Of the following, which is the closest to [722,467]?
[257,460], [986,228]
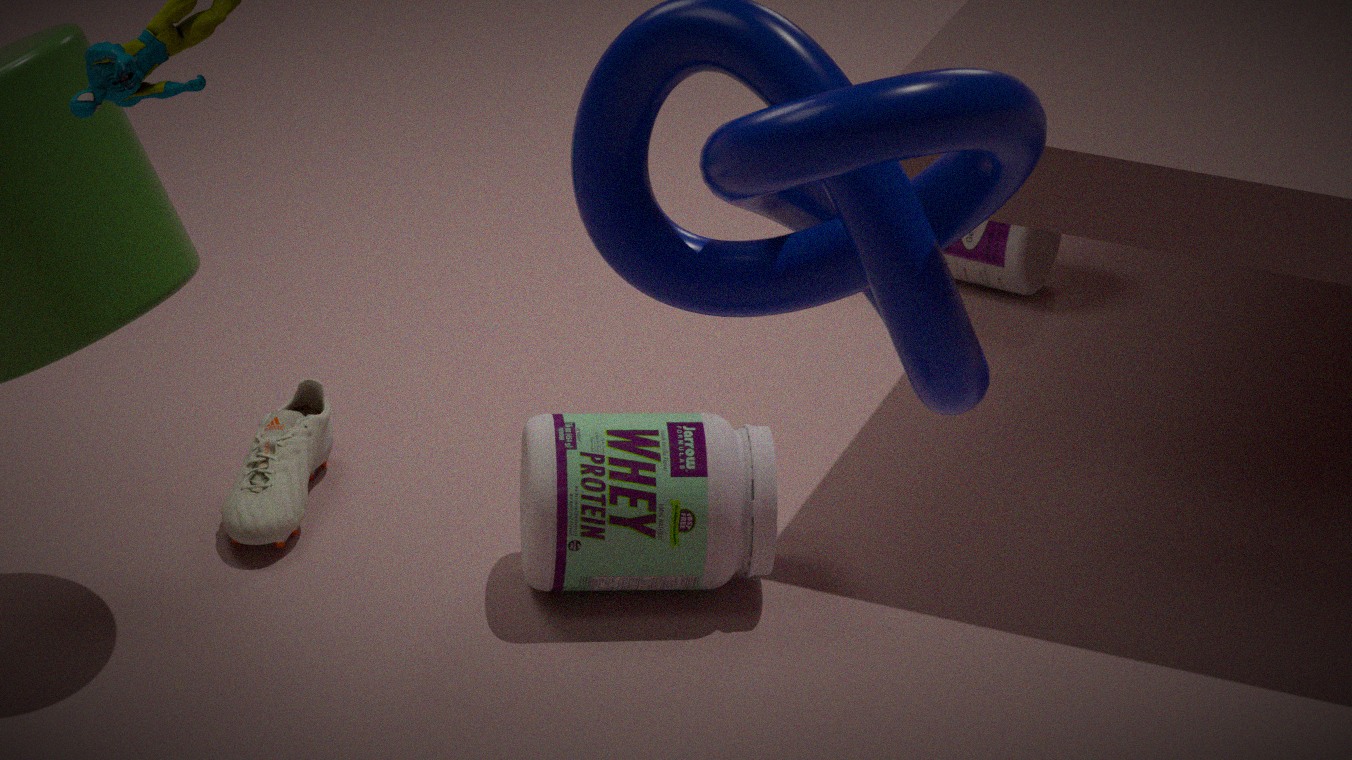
[257,460]
